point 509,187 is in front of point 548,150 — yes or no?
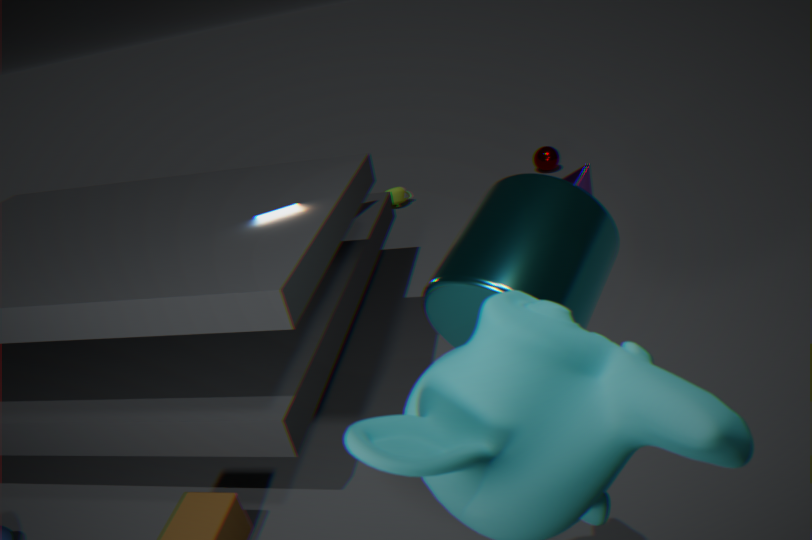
Yes
